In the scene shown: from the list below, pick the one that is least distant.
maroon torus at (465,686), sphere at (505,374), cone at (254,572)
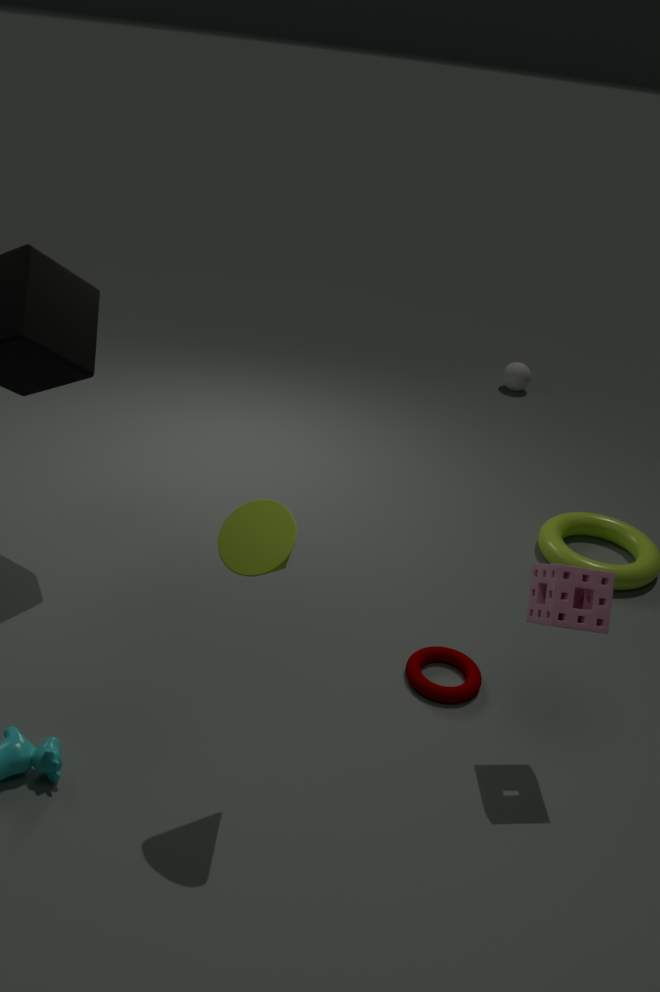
cone at (254,572)
